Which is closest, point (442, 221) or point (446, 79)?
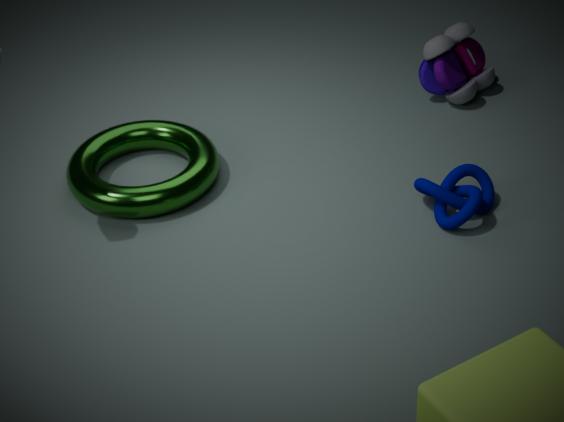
point (442, 221)
